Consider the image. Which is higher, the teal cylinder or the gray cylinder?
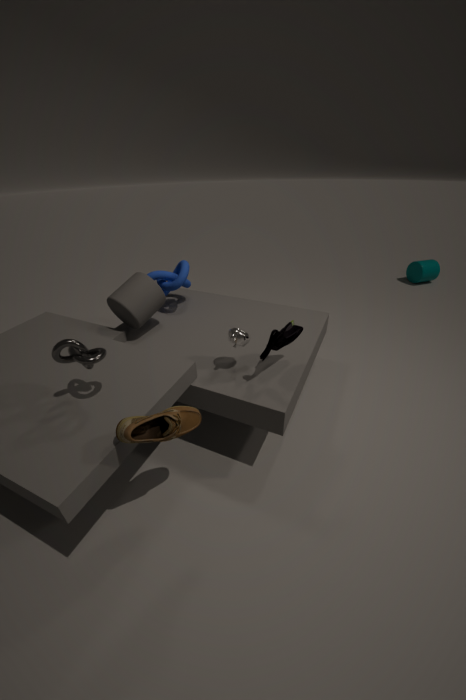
the gray cylinder
